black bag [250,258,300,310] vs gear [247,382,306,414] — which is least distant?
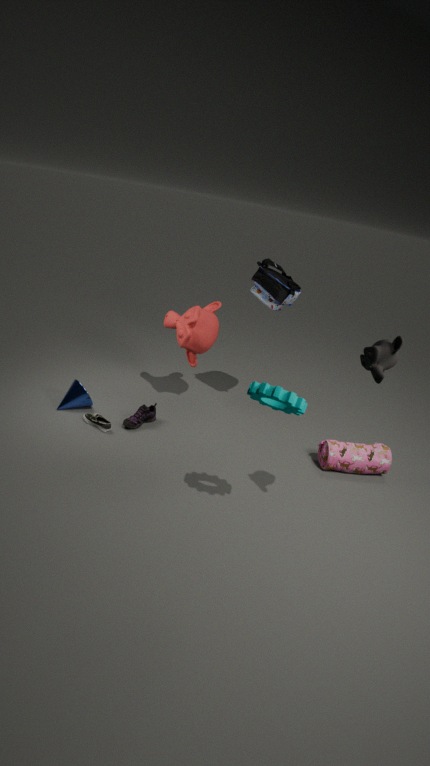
gear [247,382,306,414]
